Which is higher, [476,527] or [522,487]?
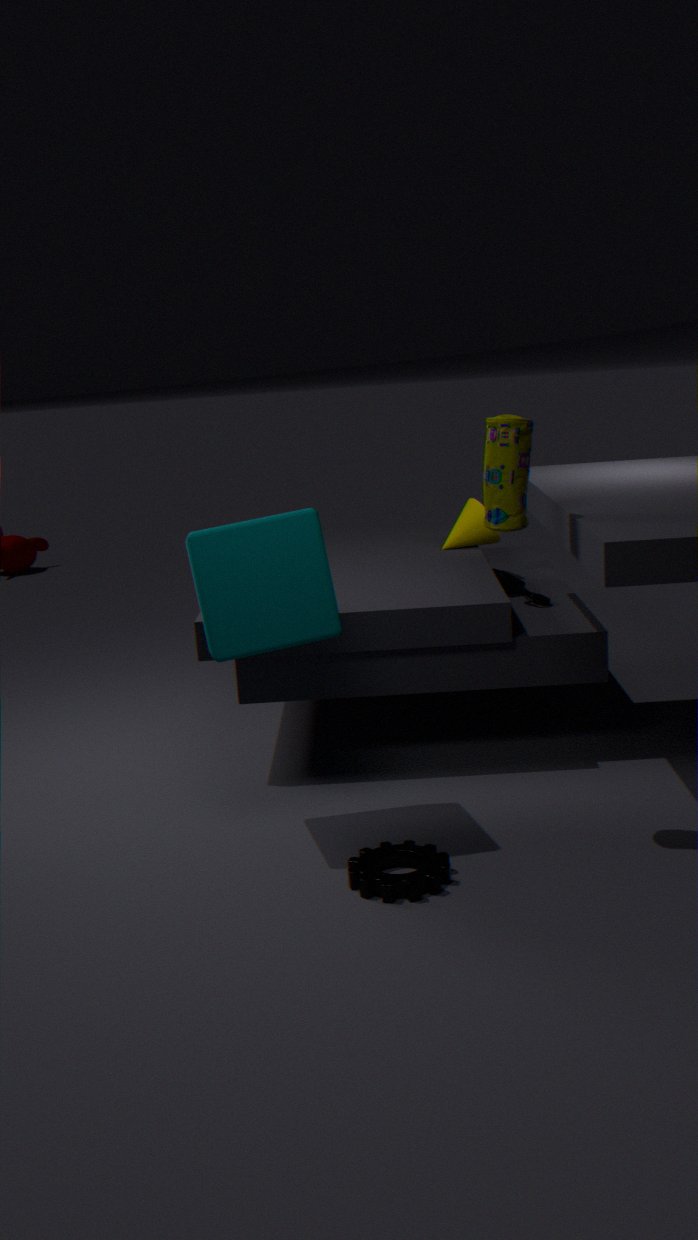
[522,487]
